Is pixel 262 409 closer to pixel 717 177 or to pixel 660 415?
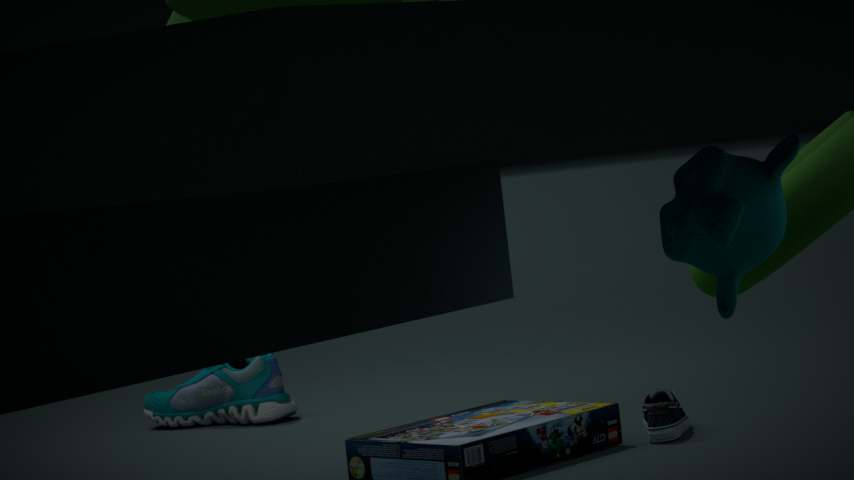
pixel 660 415
